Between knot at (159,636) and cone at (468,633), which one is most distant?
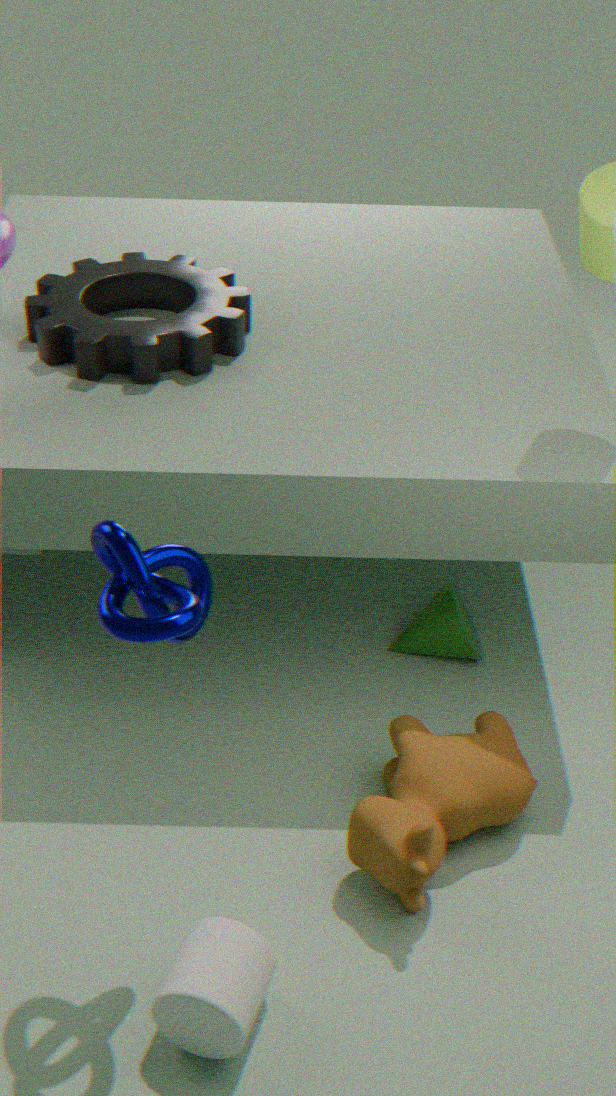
cone at (468,633)
